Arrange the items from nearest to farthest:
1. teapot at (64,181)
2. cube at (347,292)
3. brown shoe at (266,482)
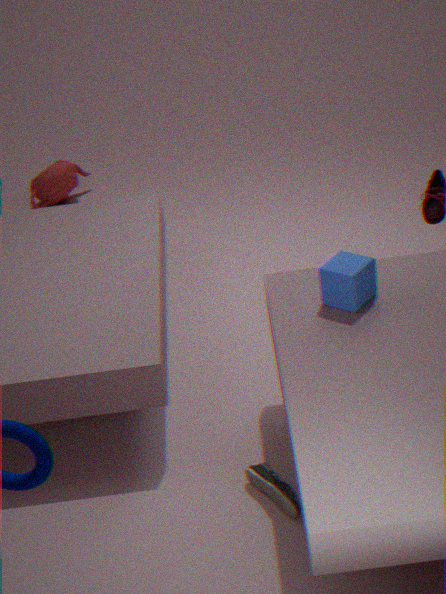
brown shoe at (266,482) → cube at (347,292) → teapot at (64,181)
